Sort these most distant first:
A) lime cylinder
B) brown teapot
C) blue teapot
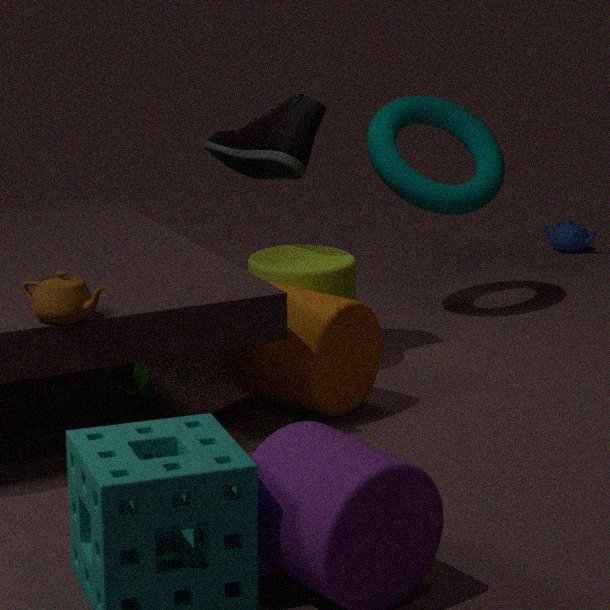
blue teapot
lime cylinder
brown teapot
